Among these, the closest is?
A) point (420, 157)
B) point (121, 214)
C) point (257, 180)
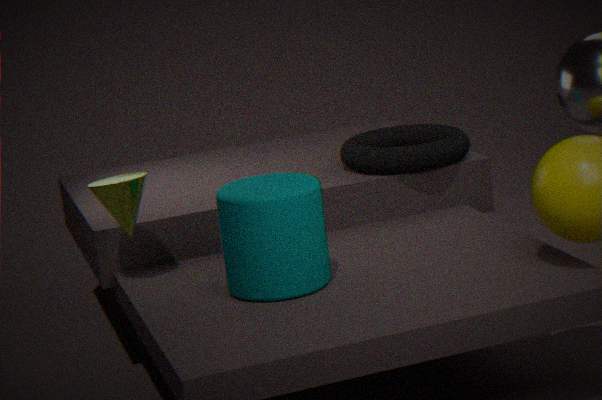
point (257, 180)
